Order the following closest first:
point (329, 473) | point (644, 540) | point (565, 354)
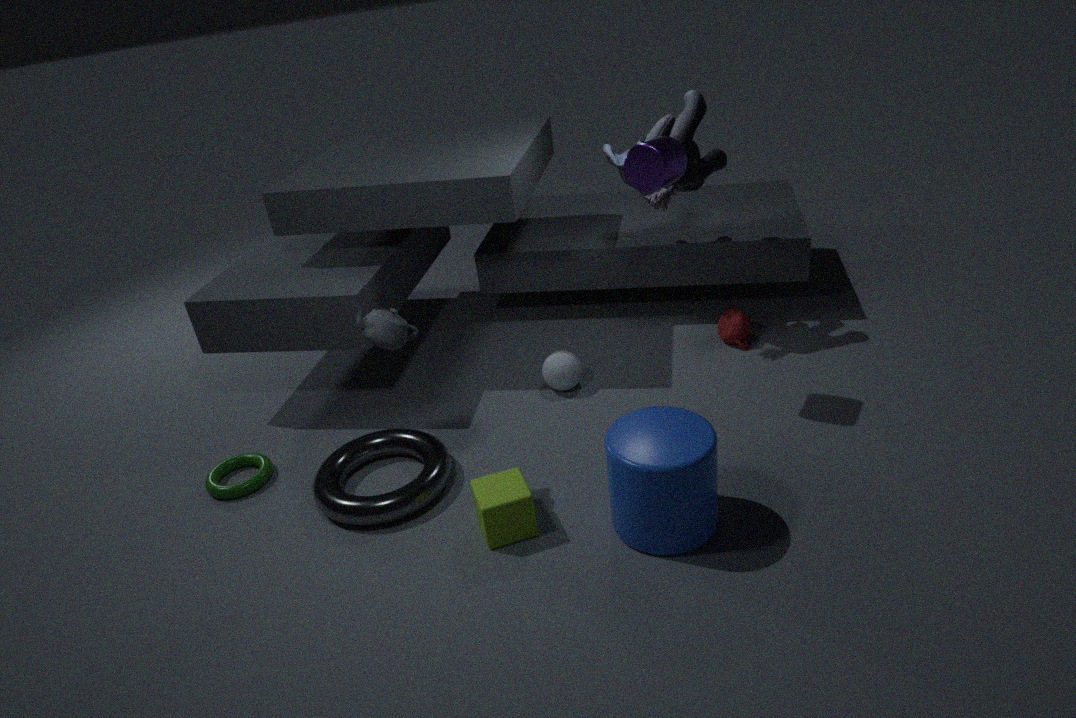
point (644, 540) < point (329, 473) < point (565, 354)
